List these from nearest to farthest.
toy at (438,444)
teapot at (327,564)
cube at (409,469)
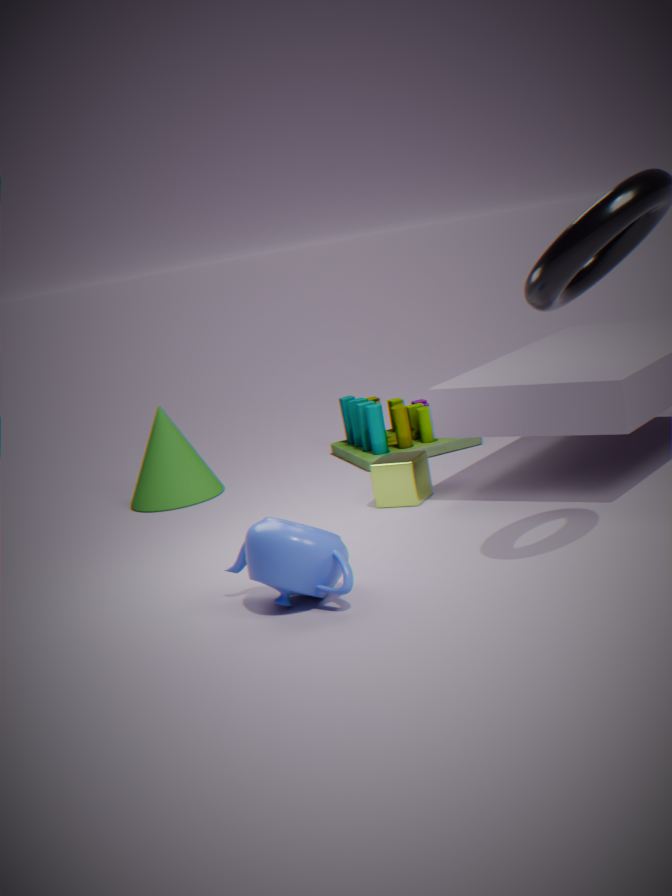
teapot at (327,564)
cube at (409,469)
toy at (438,444)
